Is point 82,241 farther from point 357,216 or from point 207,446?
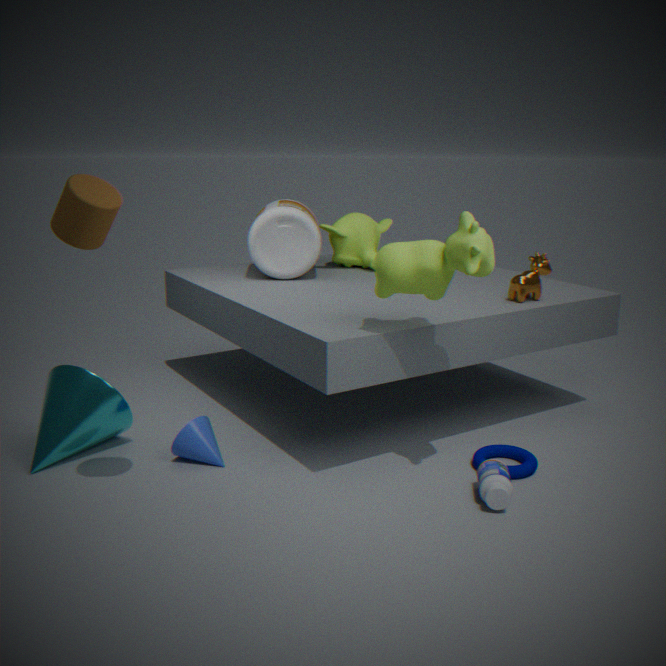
point 357,216
